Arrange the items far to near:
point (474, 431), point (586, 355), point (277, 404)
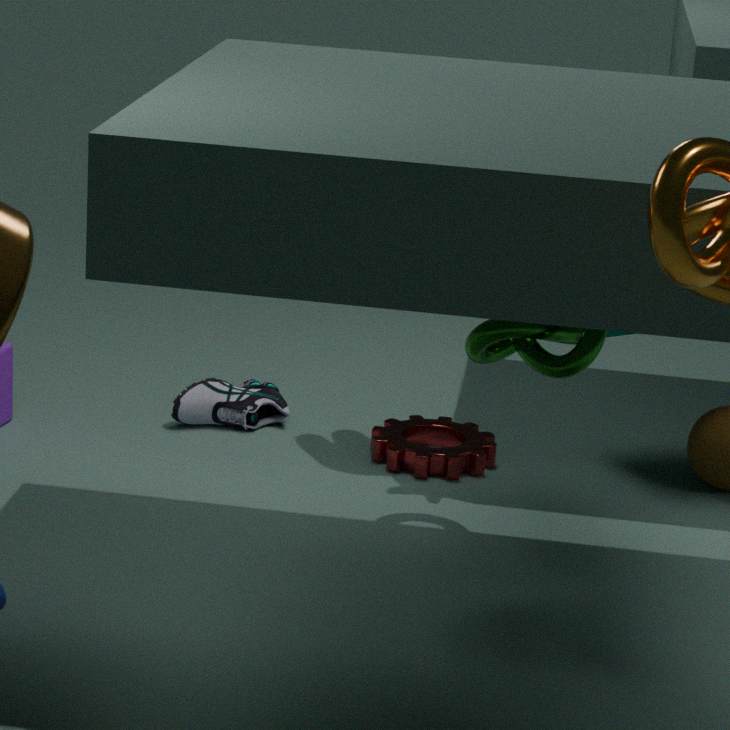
point (277, 404), point (474, 431), point (586, 355)
